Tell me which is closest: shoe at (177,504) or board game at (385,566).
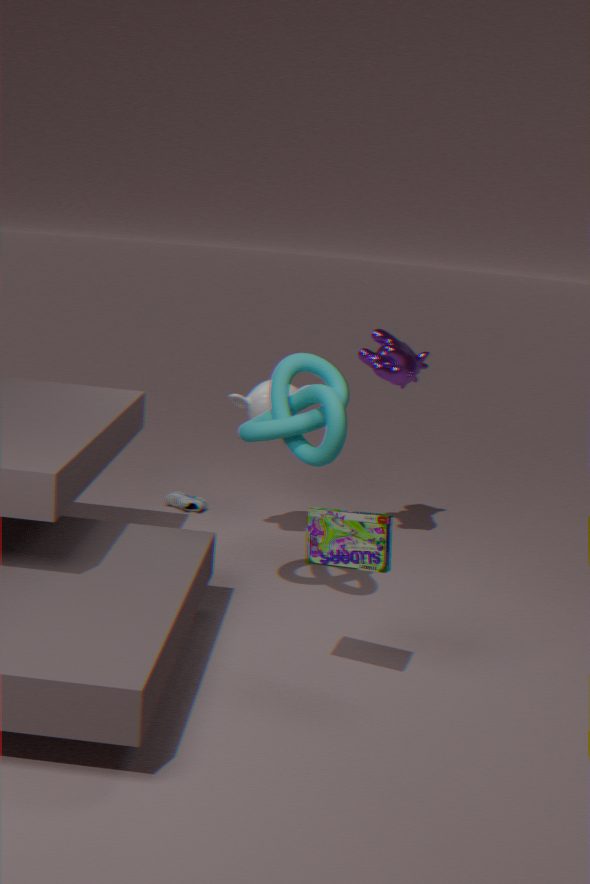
board game at (385,566)
